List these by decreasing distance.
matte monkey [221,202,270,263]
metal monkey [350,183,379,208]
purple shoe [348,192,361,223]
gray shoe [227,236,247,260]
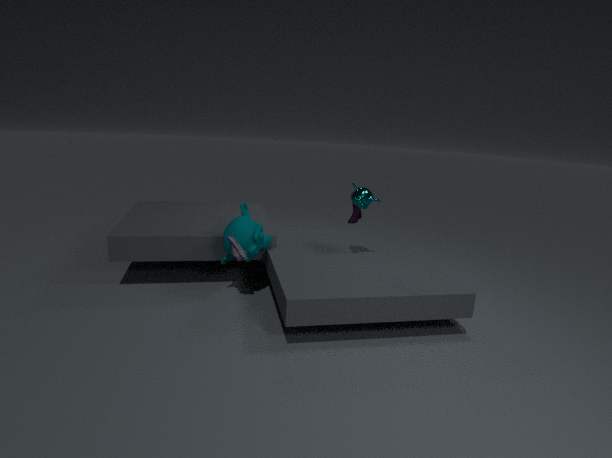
purple shoe [348,192,361,223] < metal monkey [350,183,379,208] < matte monkey [221,202,270,263] < gray shoe [227,236,247,260]
